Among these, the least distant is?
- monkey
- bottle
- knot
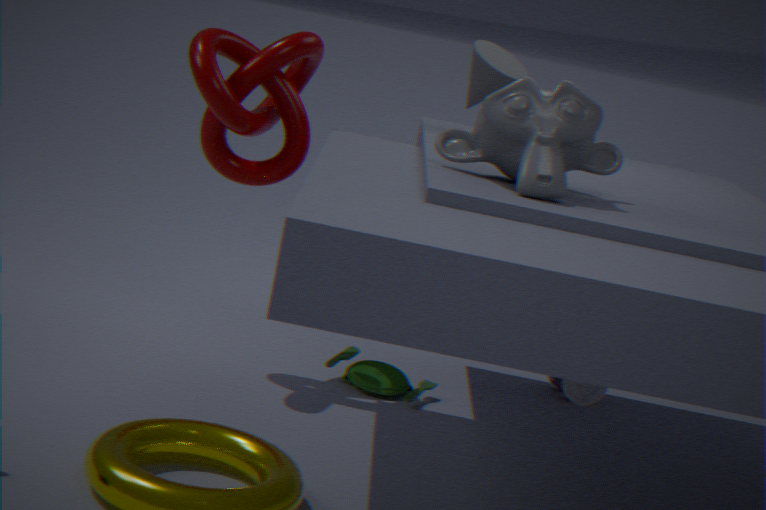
monkey
